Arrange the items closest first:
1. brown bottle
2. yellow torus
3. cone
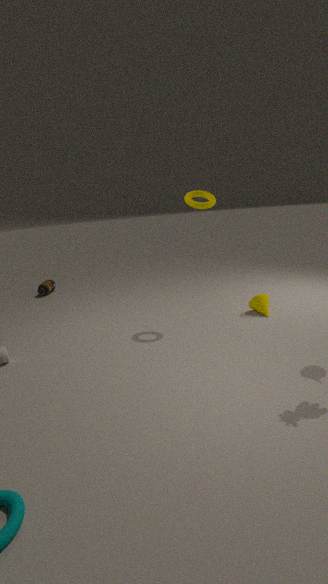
1. yellow torus
2. cone
3. brown bottle
